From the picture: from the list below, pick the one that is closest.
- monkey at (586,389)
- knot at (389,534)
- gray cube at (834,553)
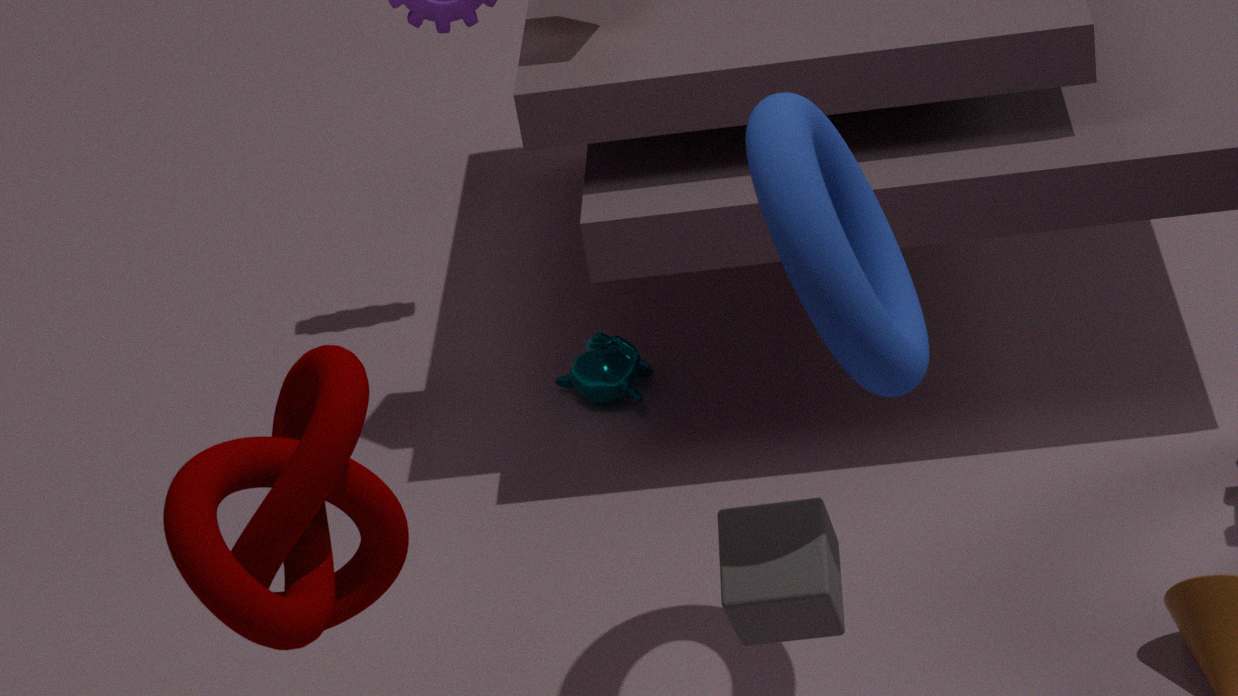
knot at (389,534)
